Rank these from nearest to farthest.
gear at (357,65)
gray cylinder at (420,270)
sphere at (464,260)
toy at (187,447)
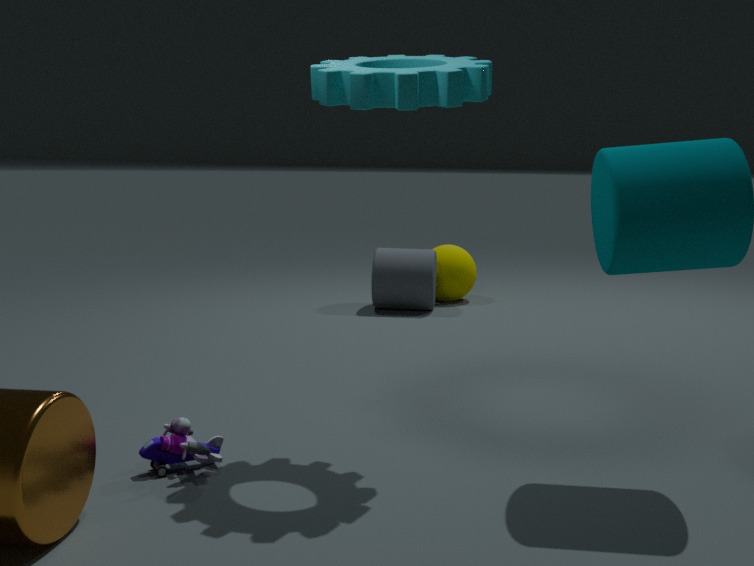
gear at (357,65) → toy at (187,447) → gray cylinder at (420,270) → sphere at (464,260)
